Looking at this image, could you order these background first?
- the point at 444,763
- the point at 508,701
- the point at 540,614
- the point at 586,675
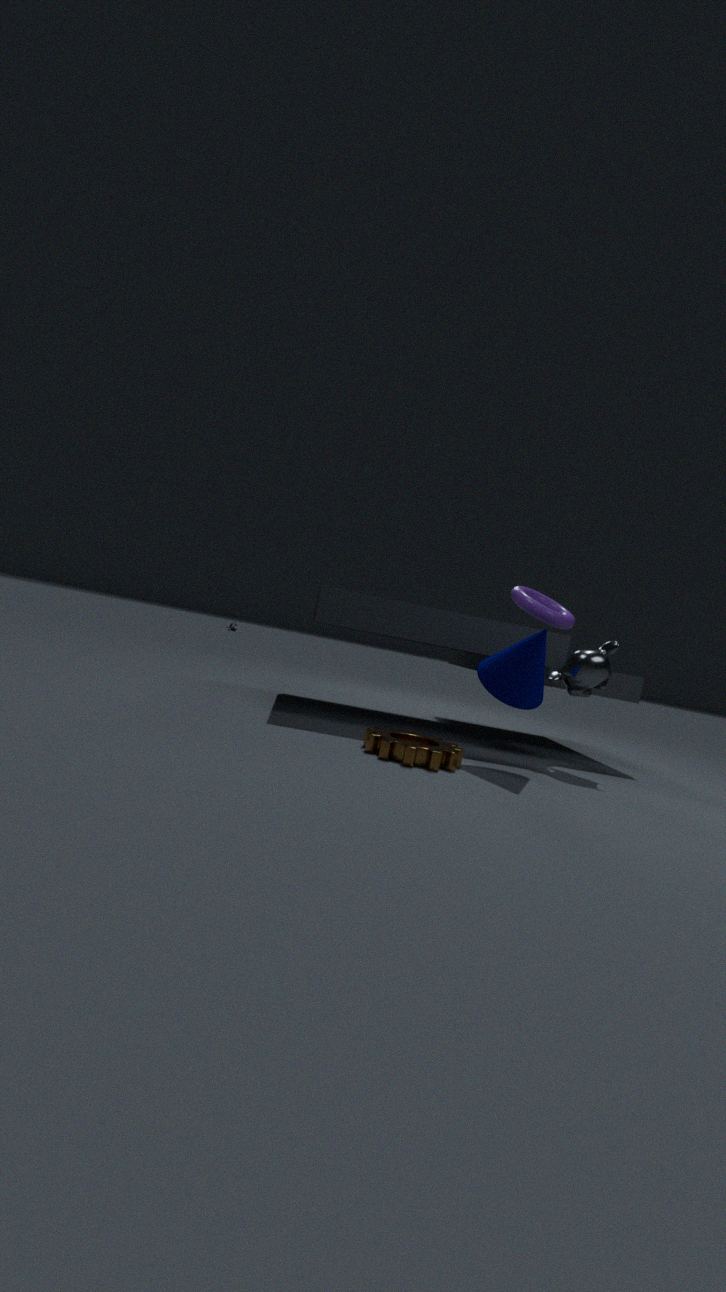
the point at 540,614, the point at 586,675, the point at 508,701, the point at 444,763
